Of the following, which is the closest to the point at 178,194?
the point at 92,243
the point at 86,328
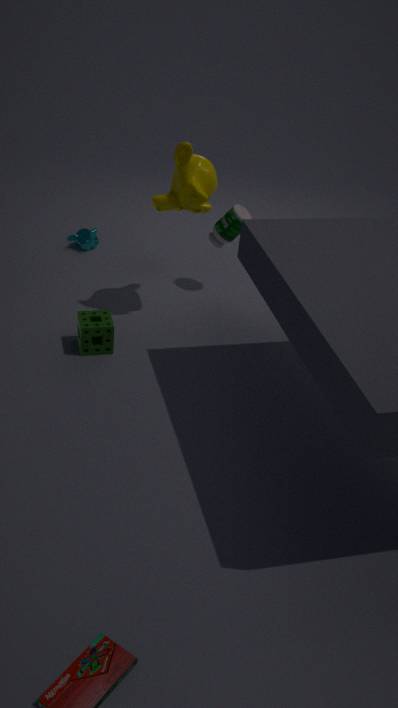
the point at 86,328
